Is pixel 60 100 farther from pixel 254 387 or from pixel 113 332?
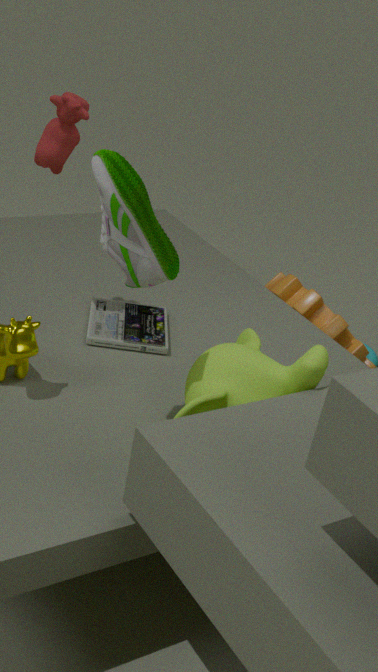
pixel 254 387
